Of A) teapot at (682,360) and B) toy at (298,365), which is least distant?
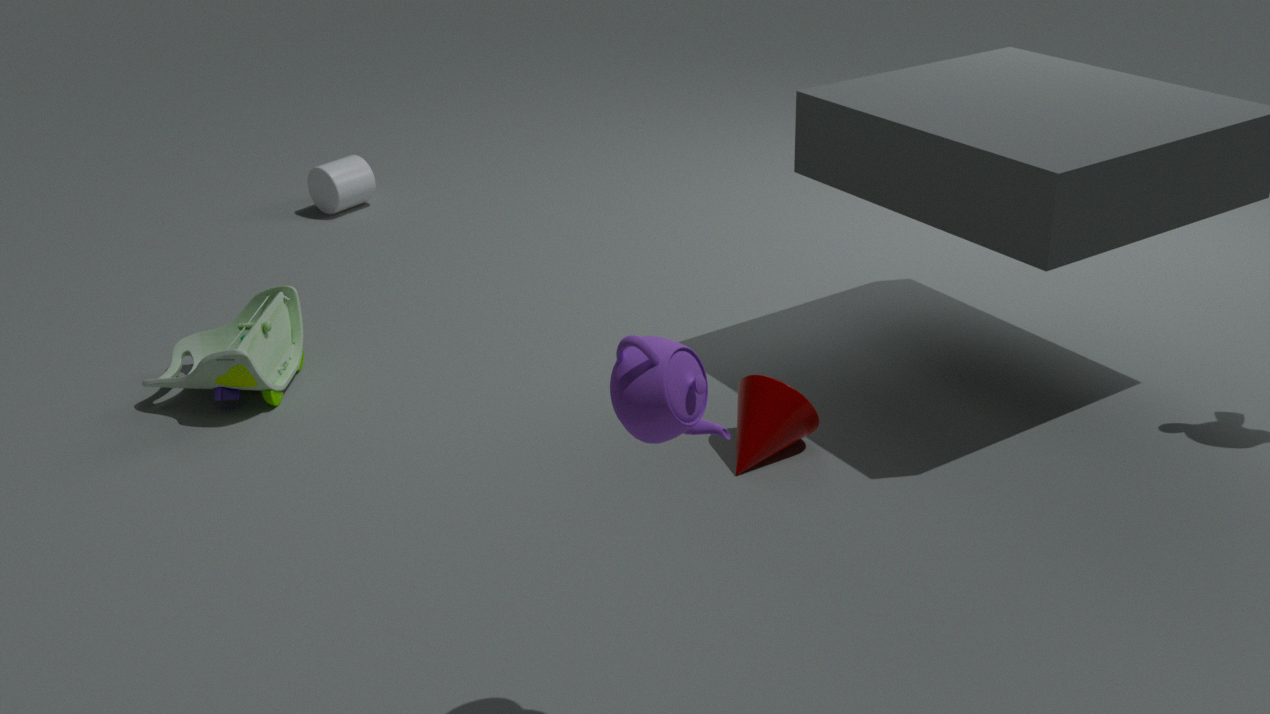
A. teapot at (682,360)
